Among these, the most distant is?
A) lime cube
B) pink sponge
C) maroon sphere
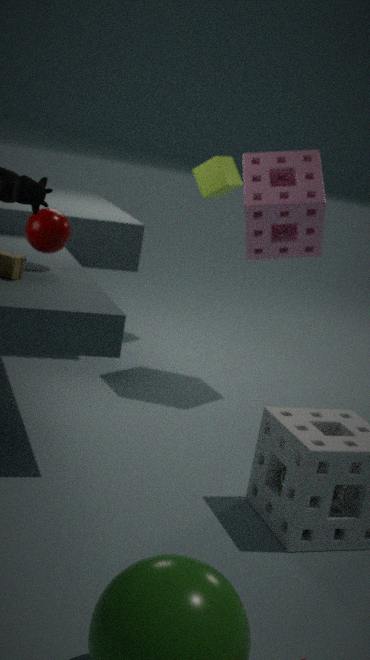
lime cube
